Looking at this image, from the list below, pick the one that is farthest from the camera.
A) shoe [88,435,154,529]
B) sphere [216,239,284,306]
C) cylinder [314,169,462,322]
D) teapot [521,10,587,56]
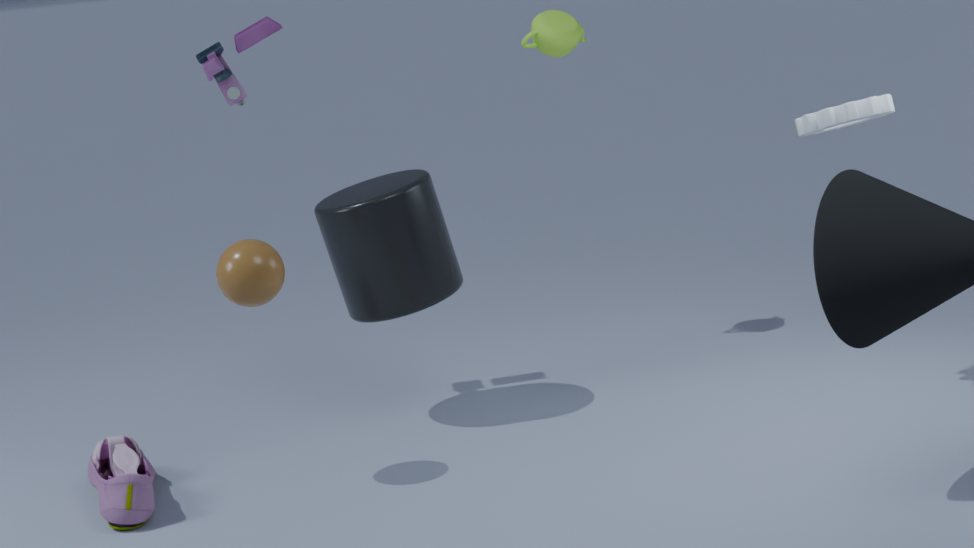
teapot [521,10,587,56]
